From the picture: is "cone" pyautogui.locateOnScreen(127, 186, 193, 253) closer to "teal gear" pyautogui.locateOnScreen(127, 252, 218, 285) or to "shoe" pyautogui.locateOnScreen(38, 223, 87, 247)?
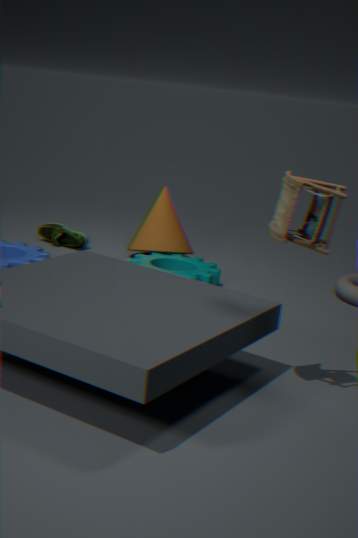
"teal gear" pyautogui.locateOnScreen(127, 252, 218, 285)
